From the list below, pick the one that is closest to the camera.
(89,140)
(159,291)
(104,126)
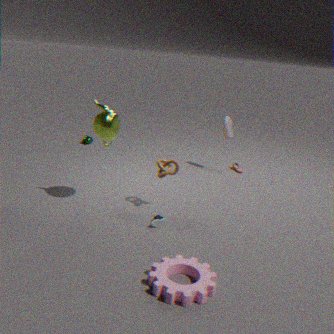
(159,291)
